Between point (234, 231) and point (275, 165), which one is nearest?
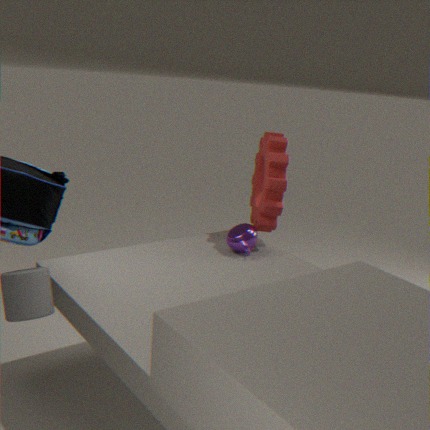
point (234, 231)
